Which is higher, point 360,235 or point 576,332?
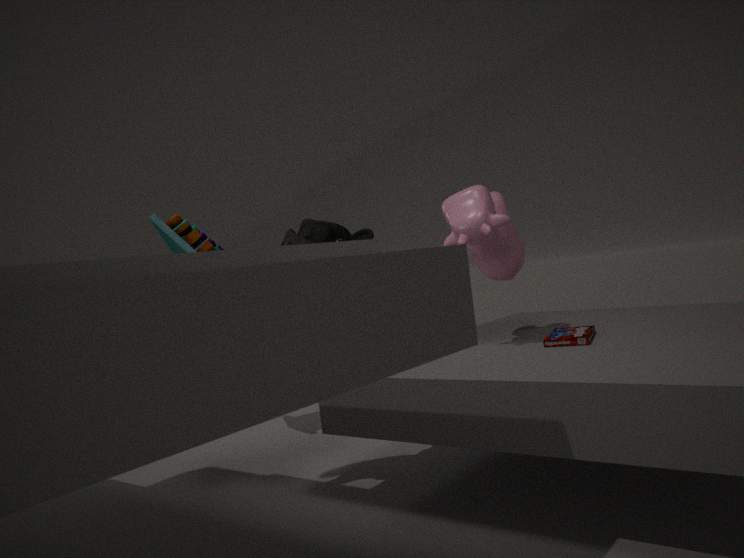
point 360,235
